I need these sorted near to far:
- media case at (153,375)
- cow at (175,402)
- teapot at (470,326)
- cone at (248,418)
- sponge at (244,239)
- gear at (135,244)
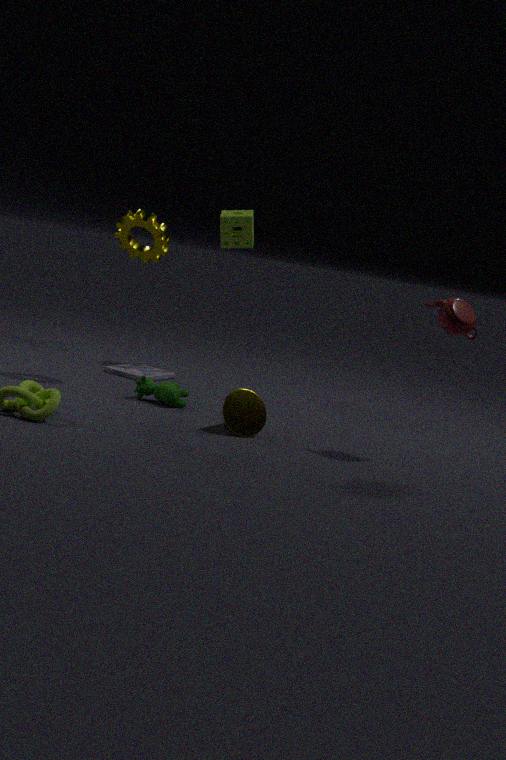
teapot at (470,326) < cone at (248,418) < cow at (175,402) < gear at (135,244) < media case at (153,375) < sponge at (244,239)
